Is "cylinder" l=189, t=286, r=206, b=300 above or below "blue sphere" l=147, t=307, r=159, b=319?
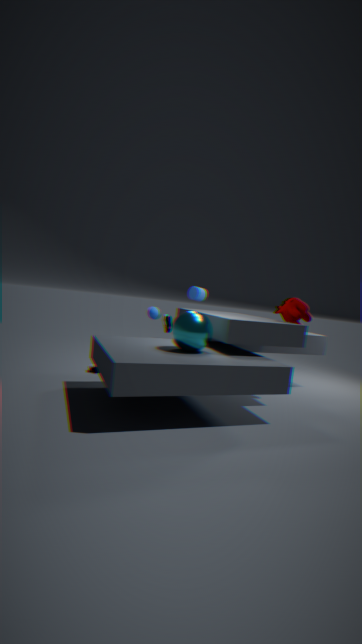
above
